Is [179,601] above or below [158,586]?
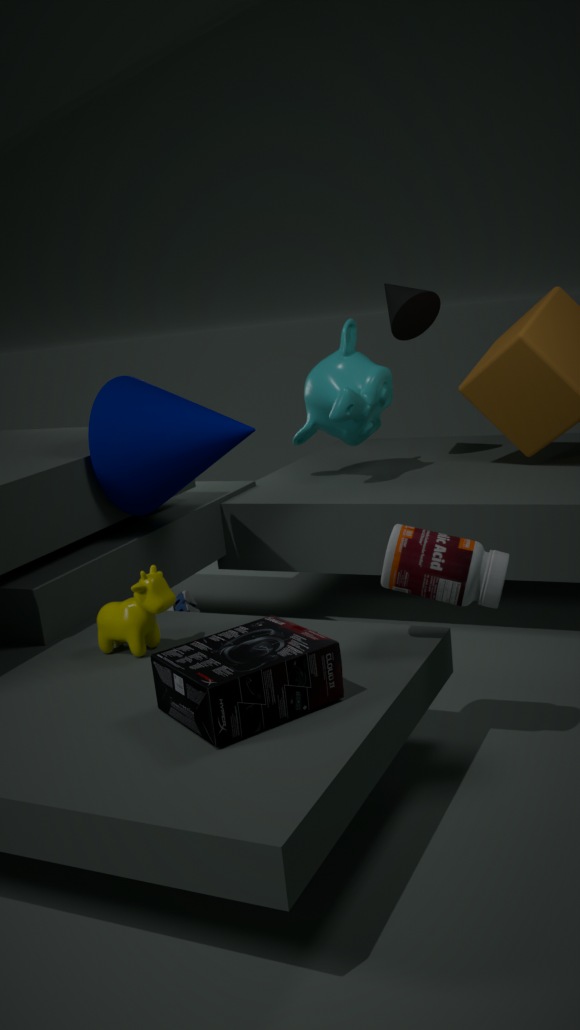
below
